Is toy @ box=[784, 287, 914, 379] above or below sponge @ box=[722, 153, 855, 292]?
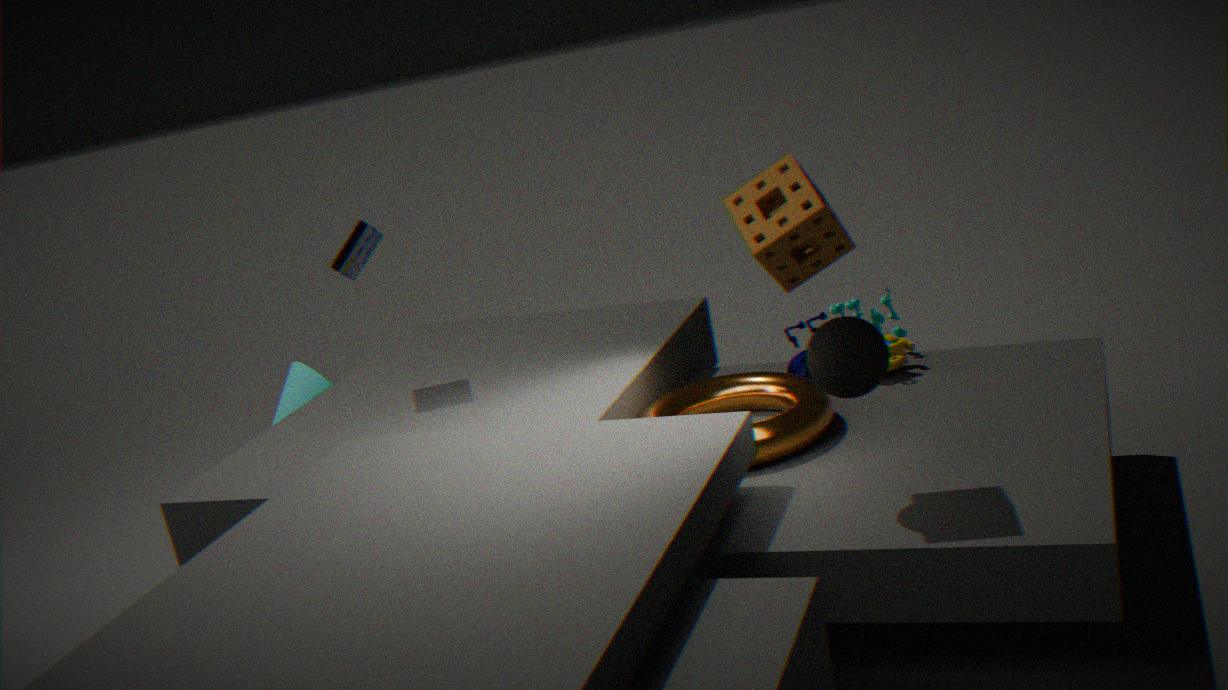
below
